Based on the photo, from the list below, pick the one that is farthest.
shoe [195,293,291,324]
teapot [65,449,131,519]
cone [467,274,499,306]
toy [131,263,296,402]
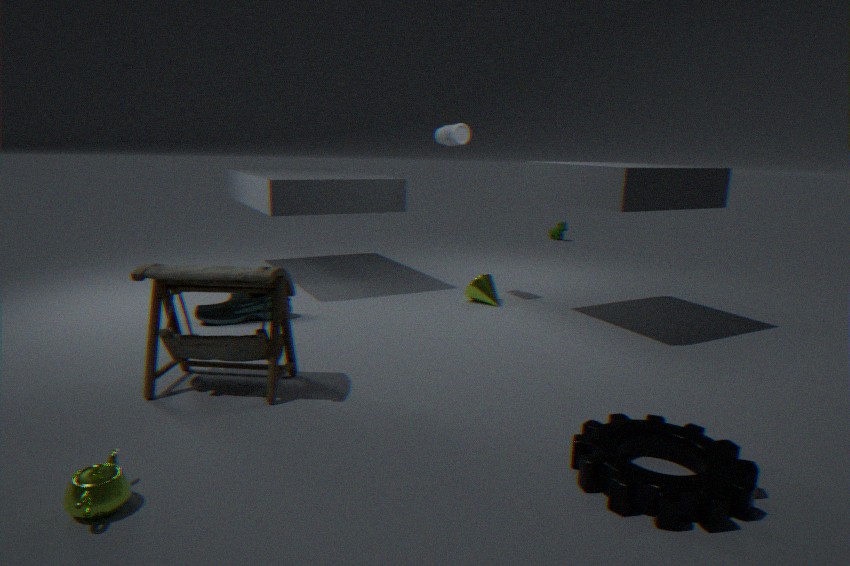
cone [467,274,499,306]
